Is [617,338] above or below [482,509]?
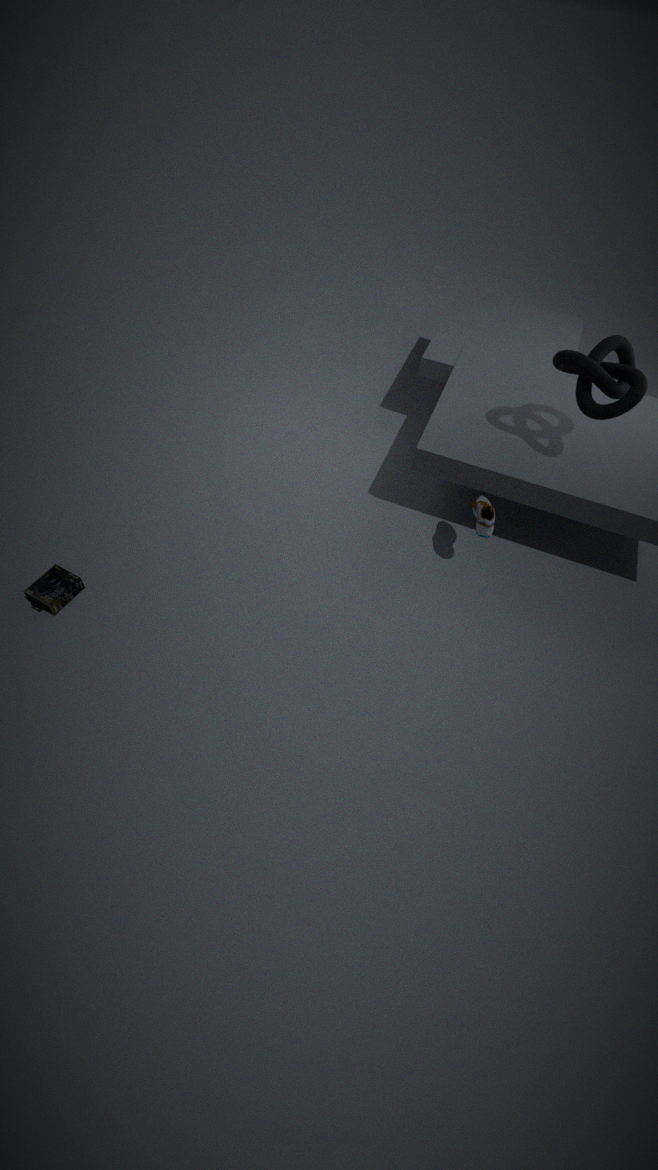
above
